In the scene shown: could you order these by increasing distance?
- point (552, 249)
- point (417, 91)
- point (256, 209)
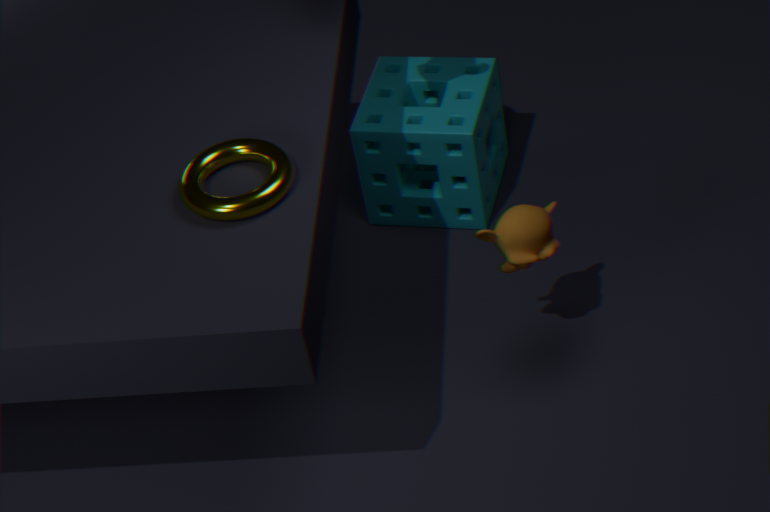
point (256, 209) → point (552, 249) → point (417, 91)
